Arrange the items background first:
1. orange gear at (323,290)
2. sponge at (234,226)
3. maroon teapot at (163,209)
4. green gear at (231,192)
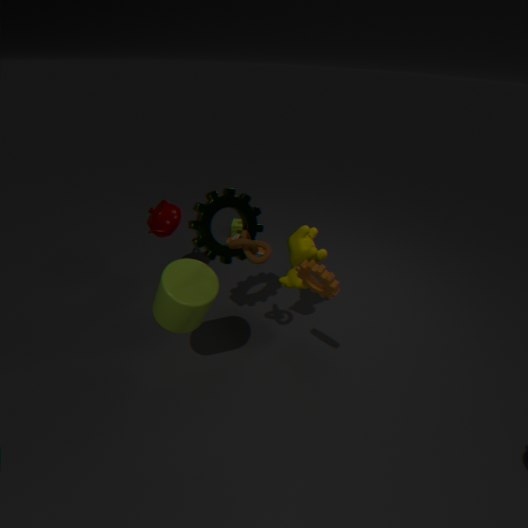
sponge at (234,226)
maroon teapot at (163,209)
green gear at (231,192)
orange gear at (323,290)
